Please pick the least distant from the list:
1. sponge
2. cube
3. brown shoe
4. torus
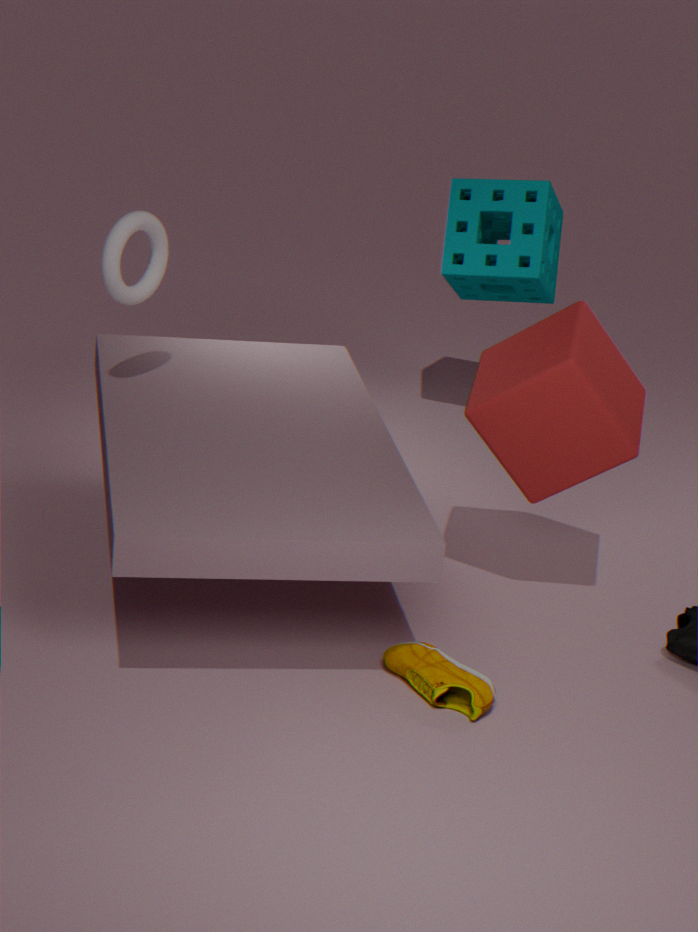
brown shoe
